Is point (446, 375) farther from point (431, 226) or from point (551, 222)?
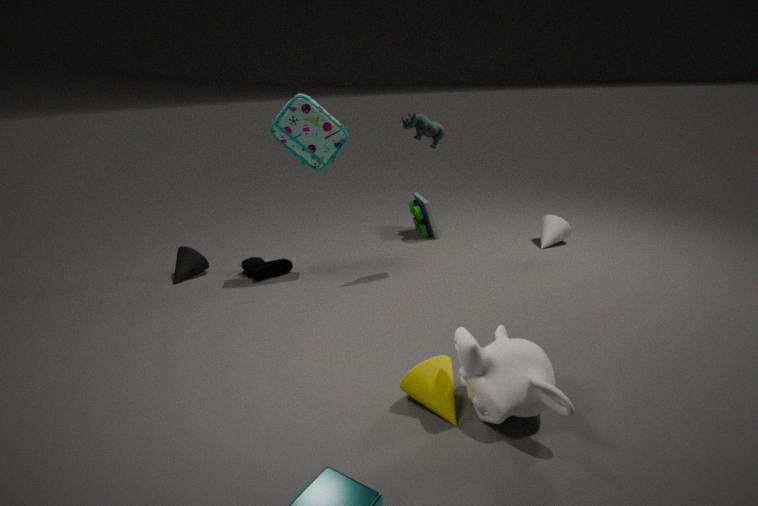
point (431, 226)
